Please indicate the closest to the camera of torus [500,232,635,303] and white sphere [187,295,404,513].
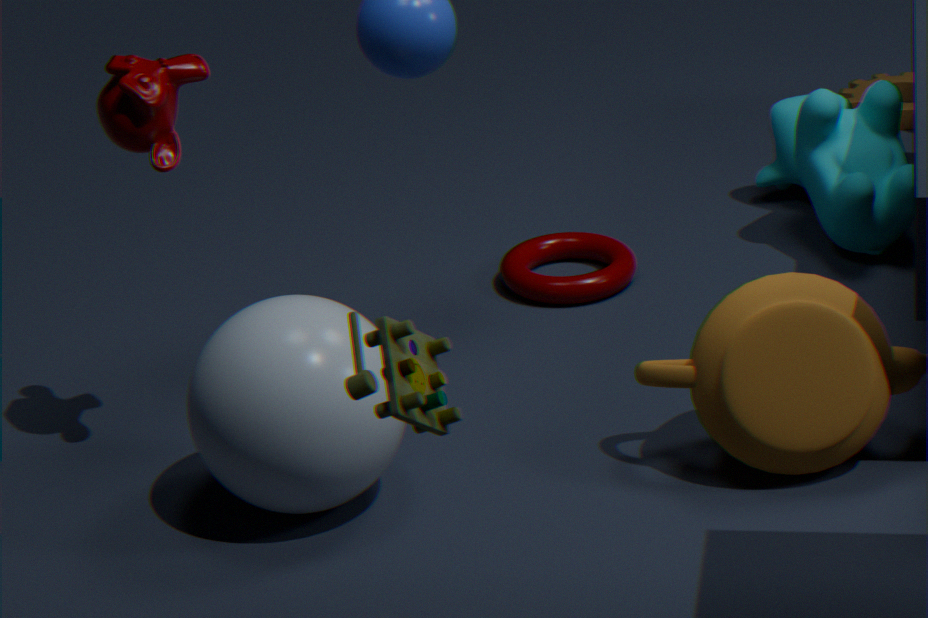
white sphere [187,295,404,513]
